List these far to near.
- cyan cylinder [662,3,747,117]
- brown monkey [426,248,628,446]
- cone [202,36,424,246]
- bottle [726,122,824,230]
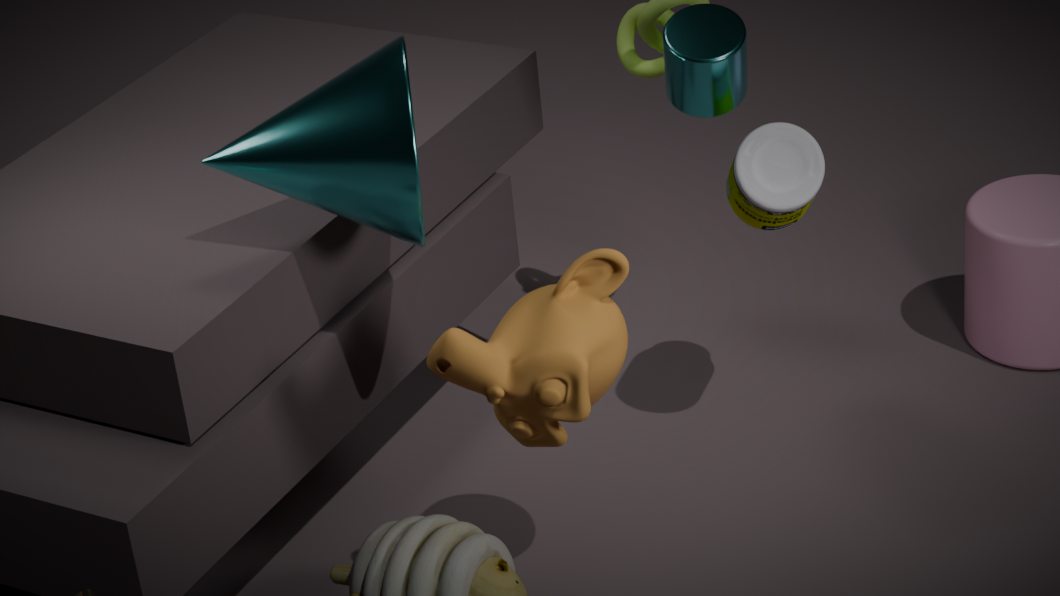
cyan cylinder [662,3,747,117] → bottle [726,122,824,230] → cone [202,36,424,246] → brown monkey [426,248,628,446]
